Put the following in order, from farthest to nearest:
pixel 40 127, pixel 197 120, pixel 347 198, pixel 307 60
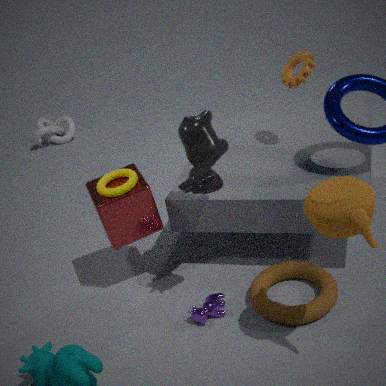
pixel 40 127 → pixel 307 60 → pixel 197 120 → pixel 347 198
